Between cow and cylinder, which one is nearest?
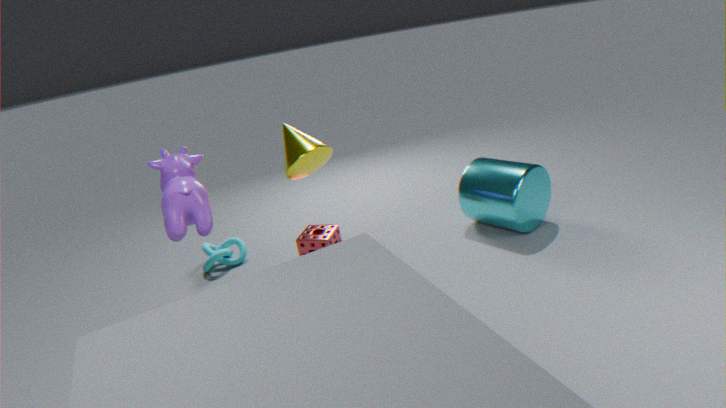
cow
